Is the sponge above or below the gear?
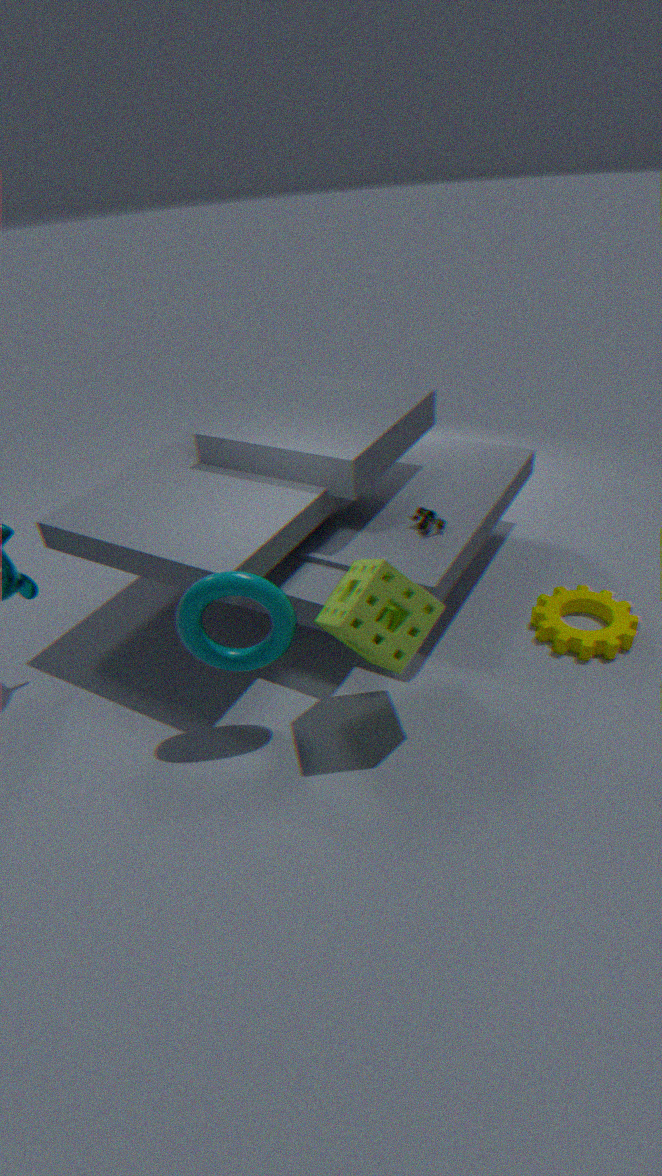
above
